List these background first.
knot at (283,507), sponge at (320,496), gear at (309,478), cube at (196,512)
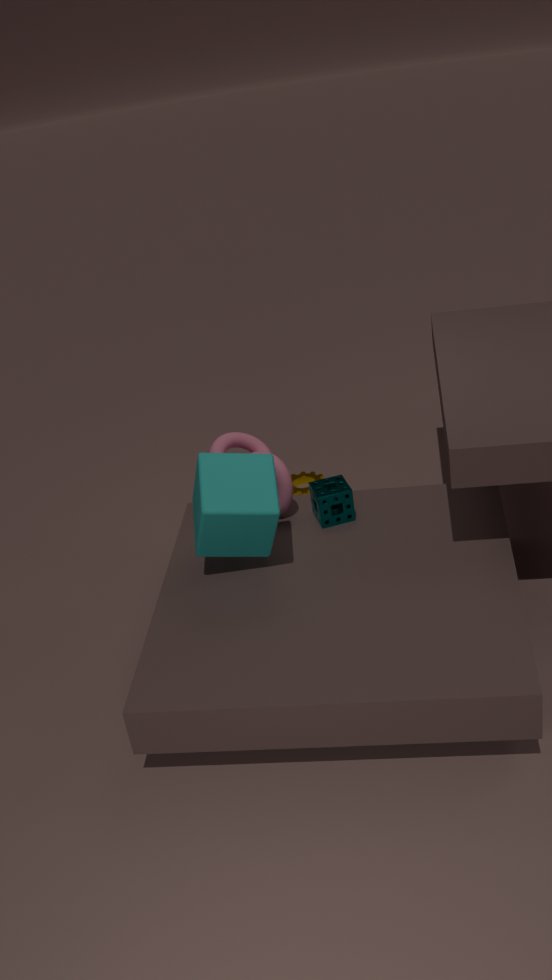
gear at (309,478), knot at (283,507), sponge at (320,496), cube at (196,512)
